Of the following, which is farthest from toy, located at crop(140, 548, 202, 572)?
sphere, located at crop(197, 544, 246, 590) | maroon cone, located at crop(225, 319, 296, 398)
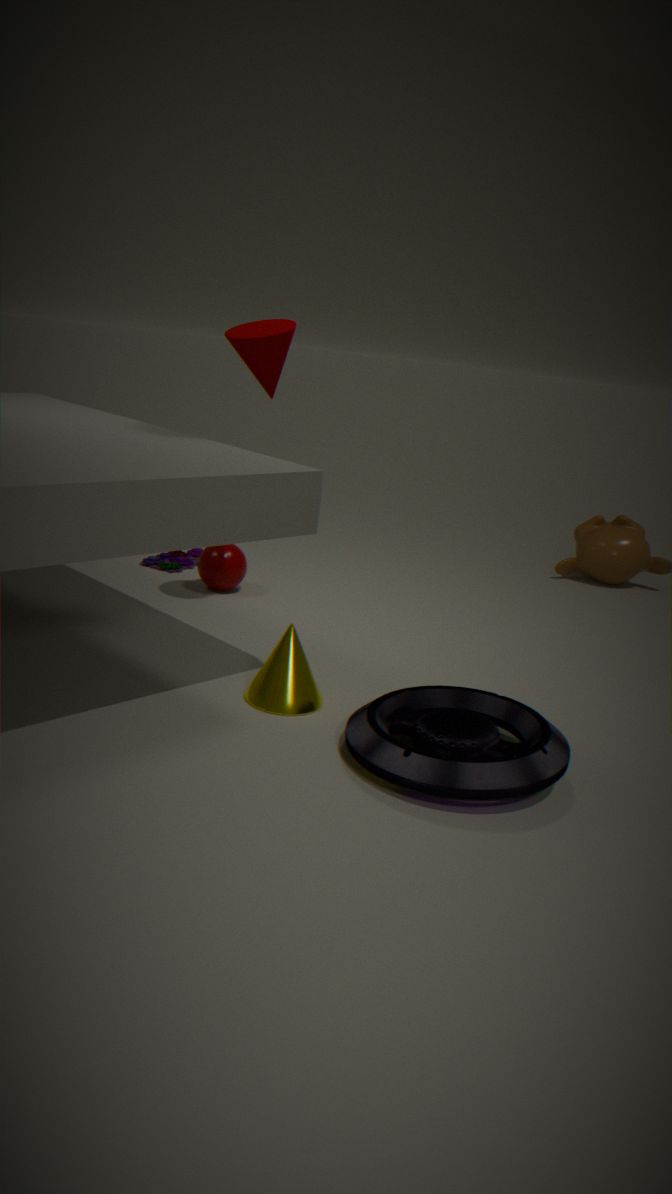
maroon cone, located at crop(225, 319, 296, 398)
